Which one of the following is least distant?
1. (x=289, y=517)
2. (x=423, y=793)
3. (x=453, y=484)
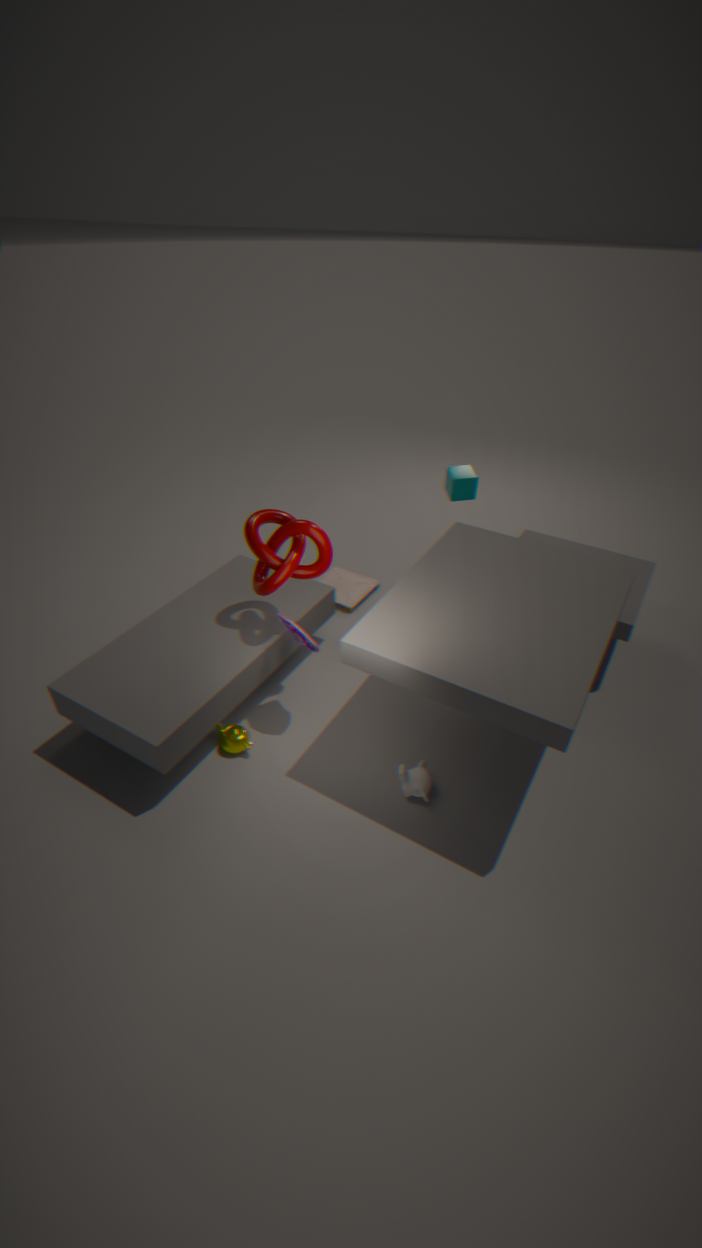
(x=423, y=793)
